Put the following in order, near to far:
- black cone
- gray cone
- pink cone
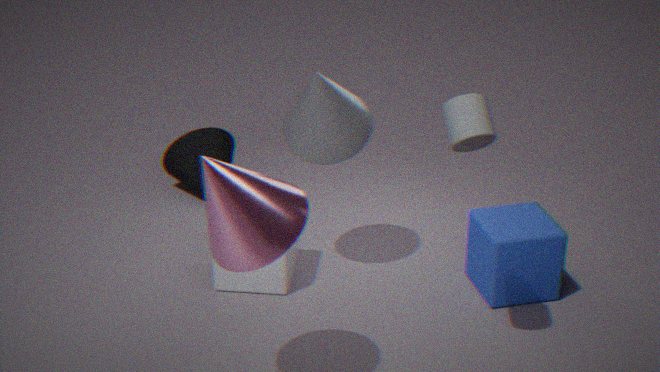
1. pink cone
2. gray cone
3. black cone
